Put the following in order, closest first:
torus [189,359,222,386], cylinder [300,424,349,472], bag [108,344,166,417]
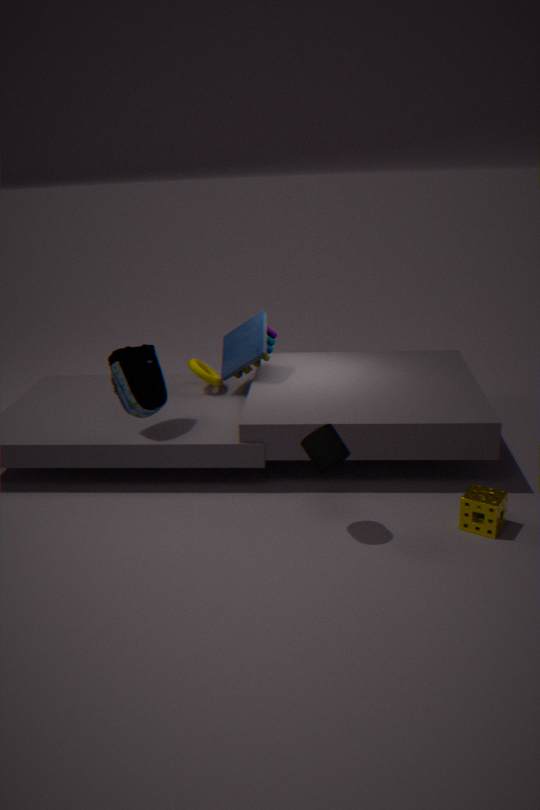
cylinder [300,424,349,472]
bag [108,344,166,417]
torus [189,359,222,386]
